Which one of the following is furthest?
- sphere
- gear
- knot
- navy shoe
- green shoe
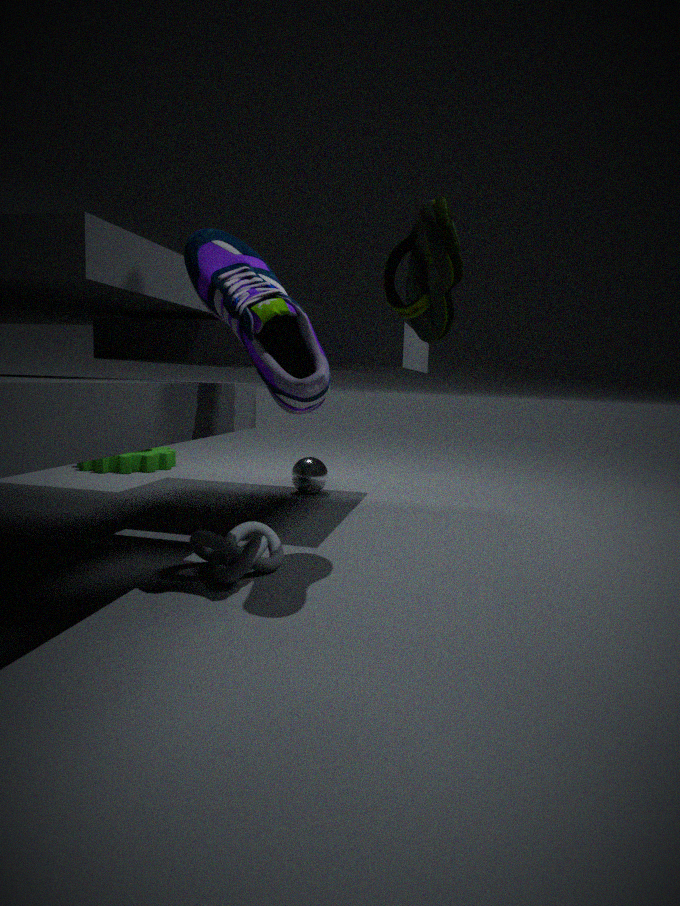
gear
